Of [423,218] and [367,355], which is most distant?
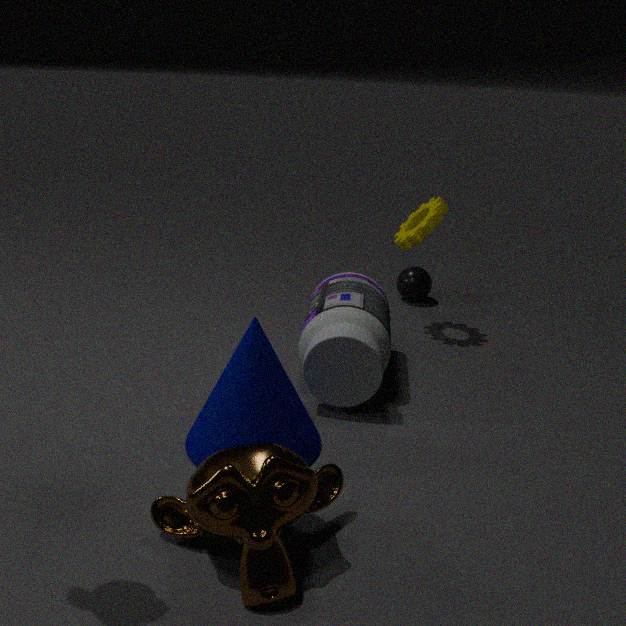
[423,218]
